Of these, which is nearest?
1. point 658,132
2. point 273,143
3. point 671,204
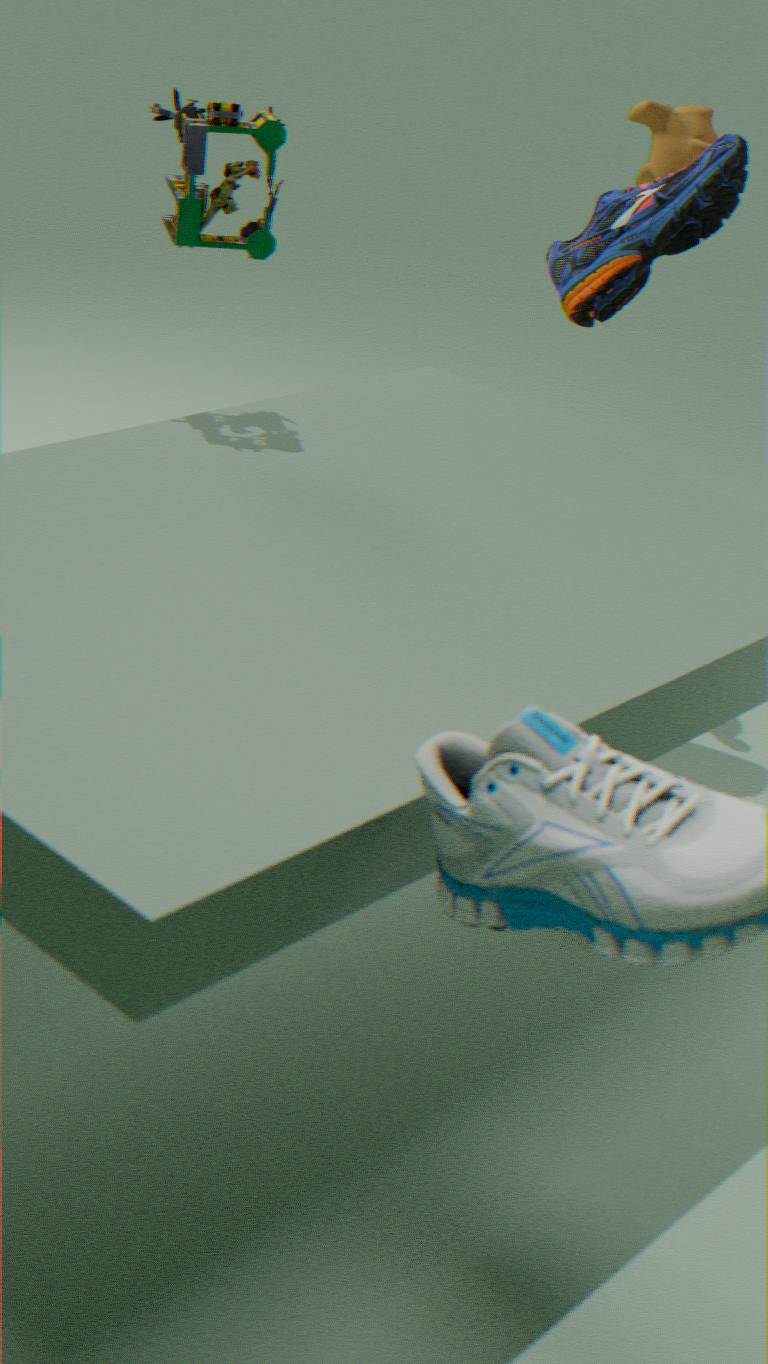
point 273,143
